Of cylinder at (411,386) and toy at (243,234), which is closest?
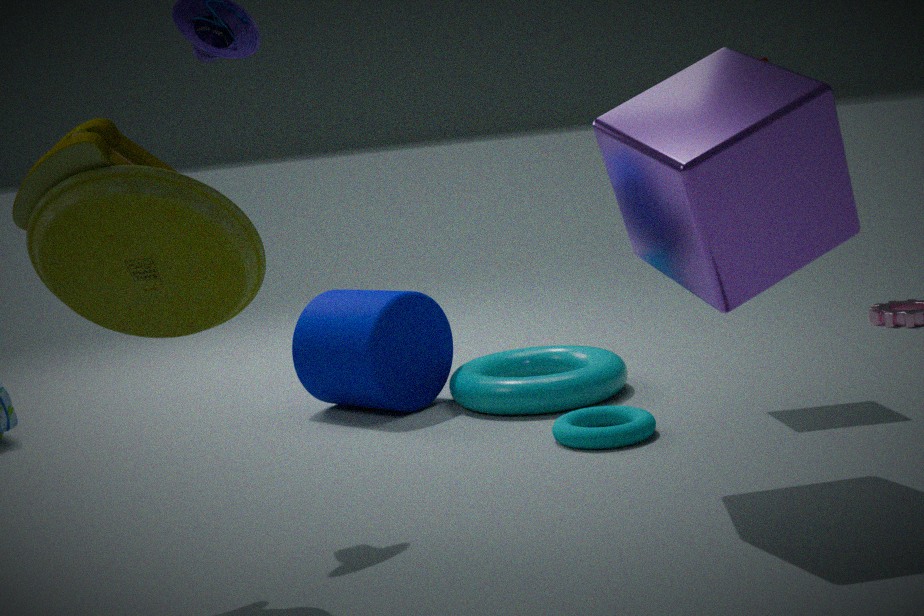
toy at (243,234)
